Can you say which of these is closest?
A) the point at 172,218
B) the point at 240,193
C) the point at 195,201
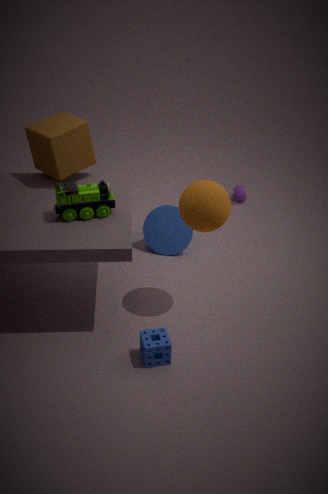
the point at 195,201
